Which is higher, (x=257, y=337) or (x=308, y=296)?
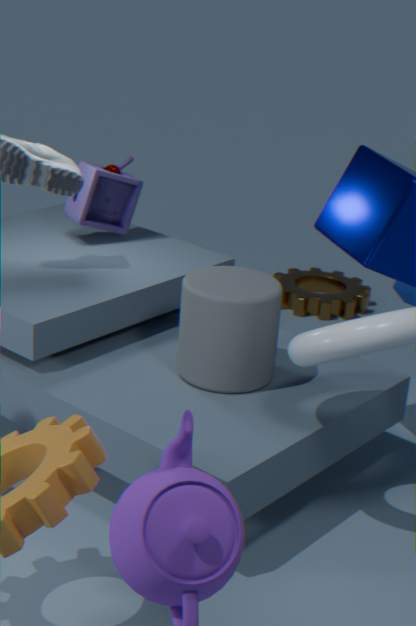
(x=257, y=337)
